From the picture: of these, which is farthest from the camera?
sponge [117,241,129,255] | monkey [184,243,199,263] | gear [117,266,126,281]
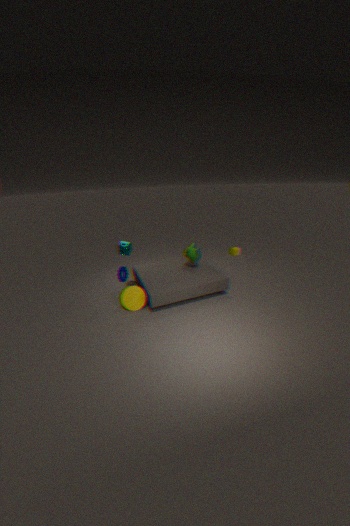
monkey [184,243,199,263]
